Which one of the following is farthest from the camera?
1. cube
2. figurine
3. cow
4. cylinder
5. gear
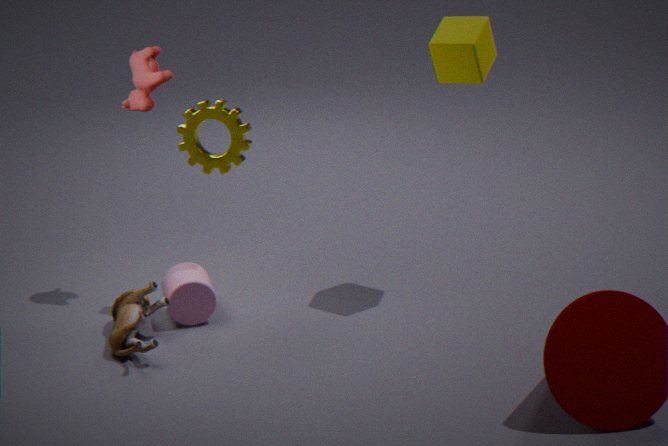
cow
